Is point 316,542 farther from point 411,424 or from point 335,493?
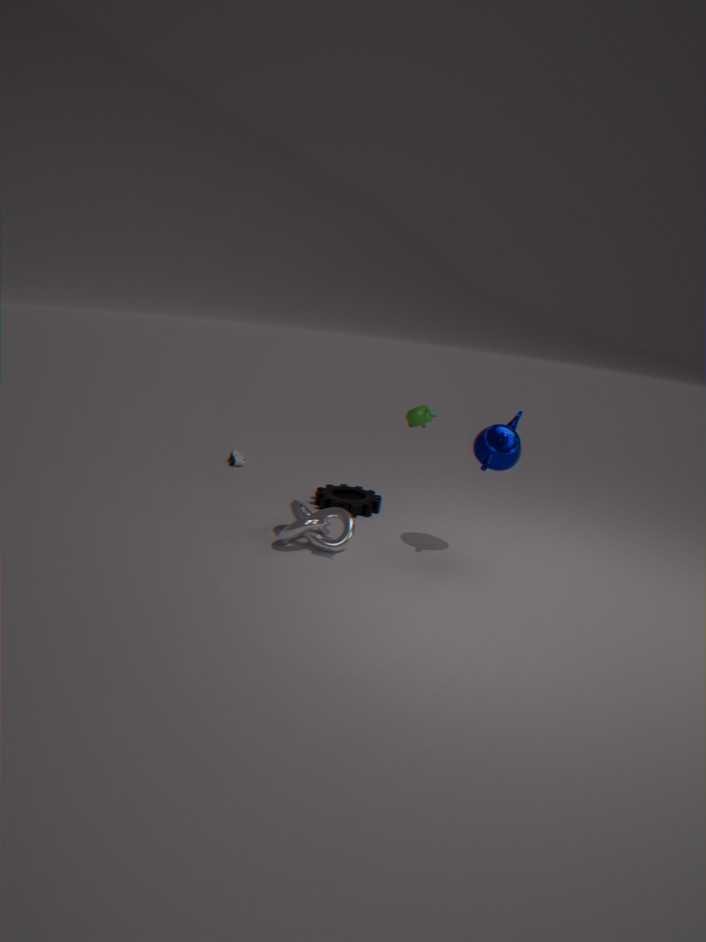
point 411,424
